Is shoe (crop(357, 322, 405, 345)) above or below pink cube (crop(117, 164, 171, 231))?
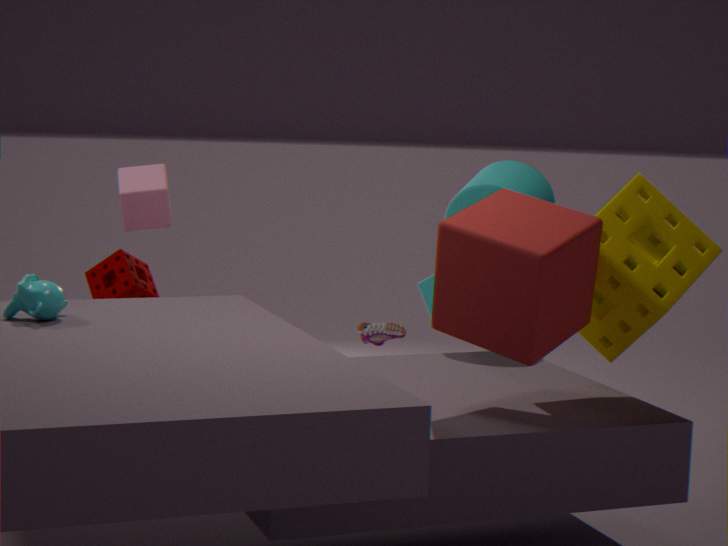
below
